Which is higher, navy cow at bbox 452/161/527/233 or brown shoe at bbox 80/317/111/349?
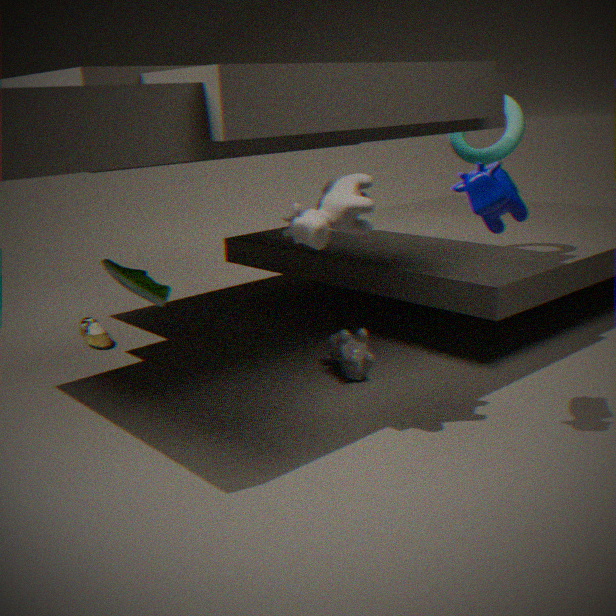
navy cow at bbox 452/161/527/233
